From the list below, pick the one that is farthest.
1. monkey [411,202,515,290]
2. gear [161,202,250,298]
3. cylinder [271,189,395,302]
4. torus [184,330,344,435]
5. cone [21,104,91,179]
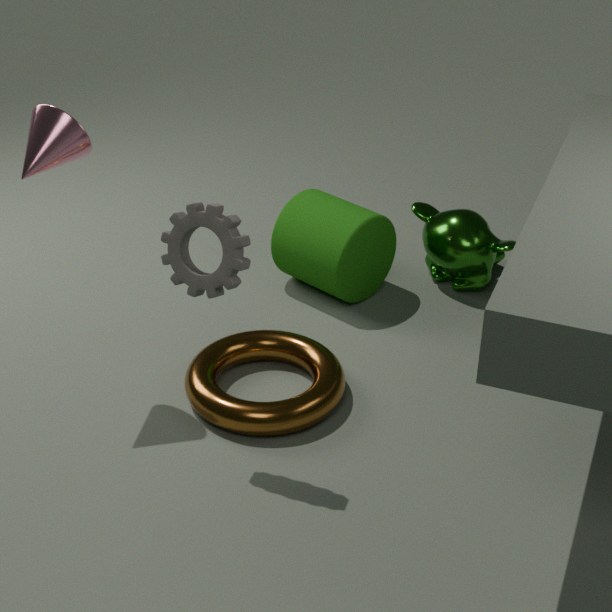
monkey [411,202,515,290]
